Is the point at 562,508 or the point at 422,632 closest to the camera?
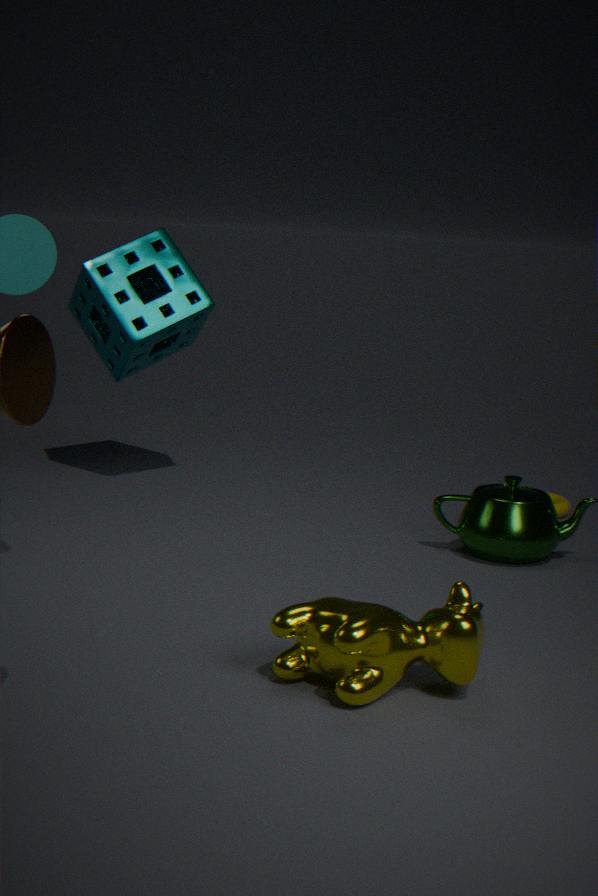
the point at 422,632
